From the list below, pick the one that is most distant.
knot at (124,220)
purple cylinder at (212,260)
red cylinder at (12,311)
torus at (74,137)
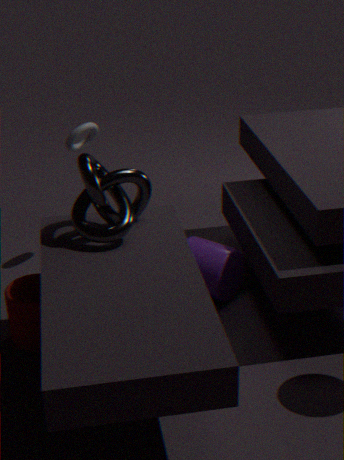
torus at (74,137)
